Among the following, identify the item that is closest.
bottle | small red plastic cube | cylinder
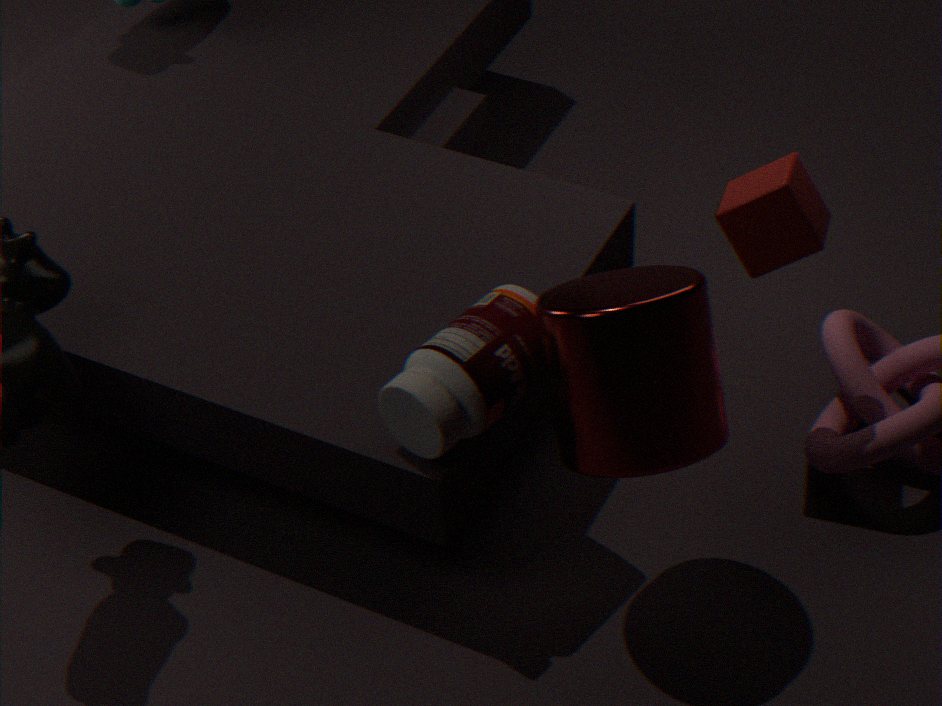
cylinder
